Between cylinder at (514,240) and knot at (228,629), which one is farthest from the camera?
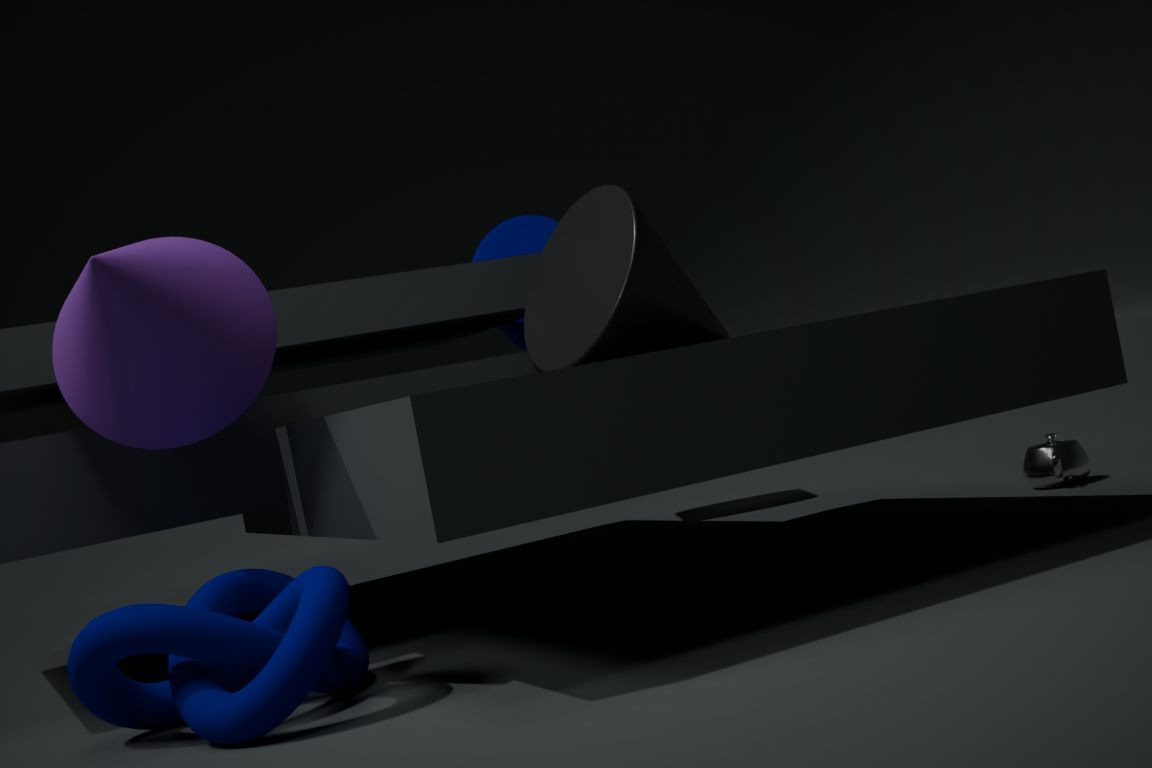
cylinder at (514,240)
